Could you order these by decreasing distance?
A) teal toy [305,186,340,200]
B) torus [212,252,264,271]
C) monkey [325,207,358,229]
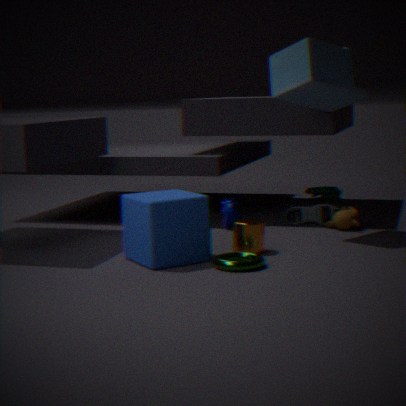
A. teal toy [305,186,340,200]
C. monkey [325,207,358,229]
B. torus [212,252,264,271]
